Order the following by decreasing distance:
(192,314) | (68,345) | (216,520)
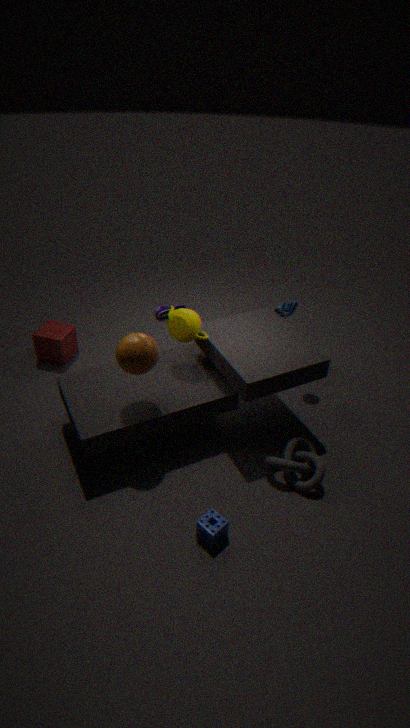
(68,345), (192,314), (216,520)
